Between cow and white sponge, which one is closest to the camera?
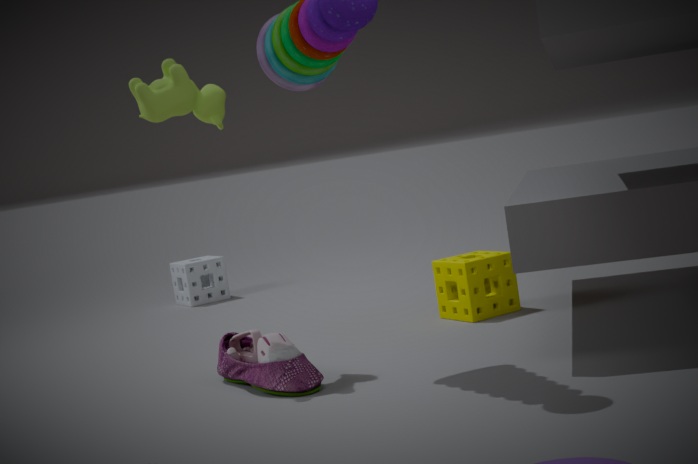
cow
